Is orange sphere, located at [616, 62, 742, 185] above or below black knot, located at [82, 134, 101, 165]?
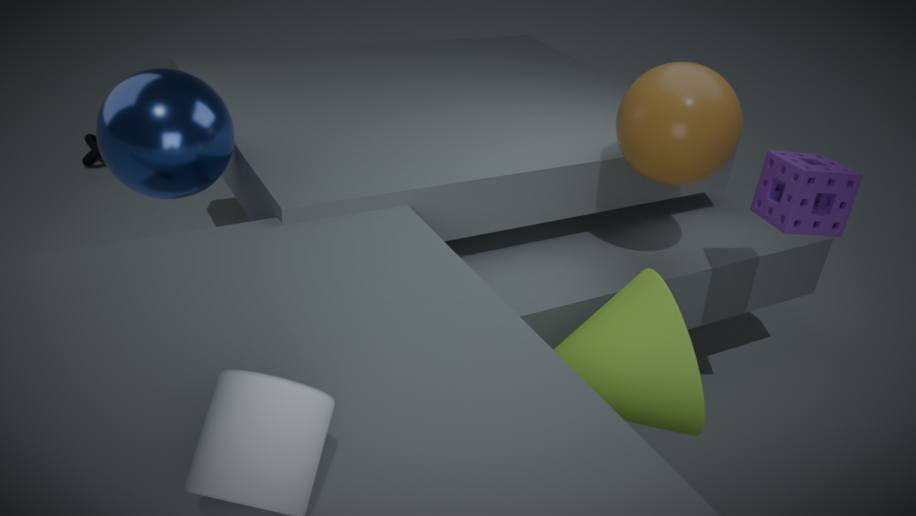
above
